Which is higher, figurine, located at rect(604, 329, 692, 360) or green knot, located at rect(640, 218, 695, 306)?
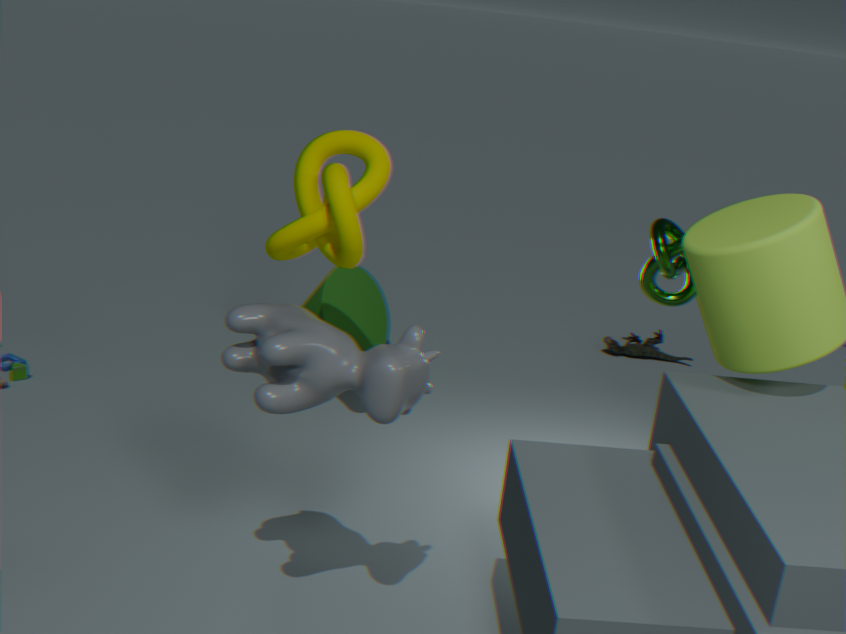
green knot, located at rect(640, 218, 695, 306)
